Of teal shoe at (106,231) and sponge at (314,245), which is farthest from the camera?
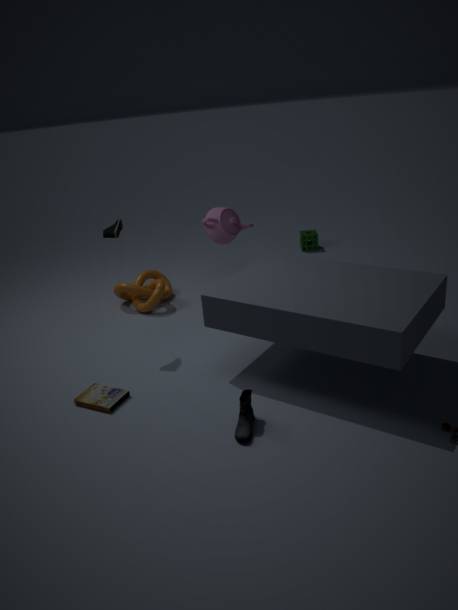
sponge at (314,245)
